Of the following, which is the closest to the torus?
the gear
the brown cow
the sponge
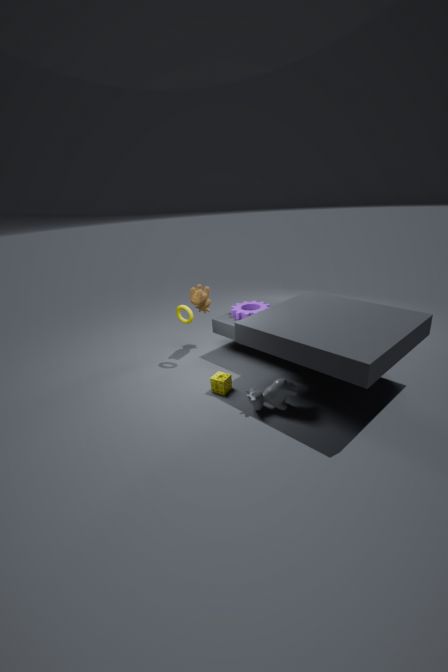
the brown cow
